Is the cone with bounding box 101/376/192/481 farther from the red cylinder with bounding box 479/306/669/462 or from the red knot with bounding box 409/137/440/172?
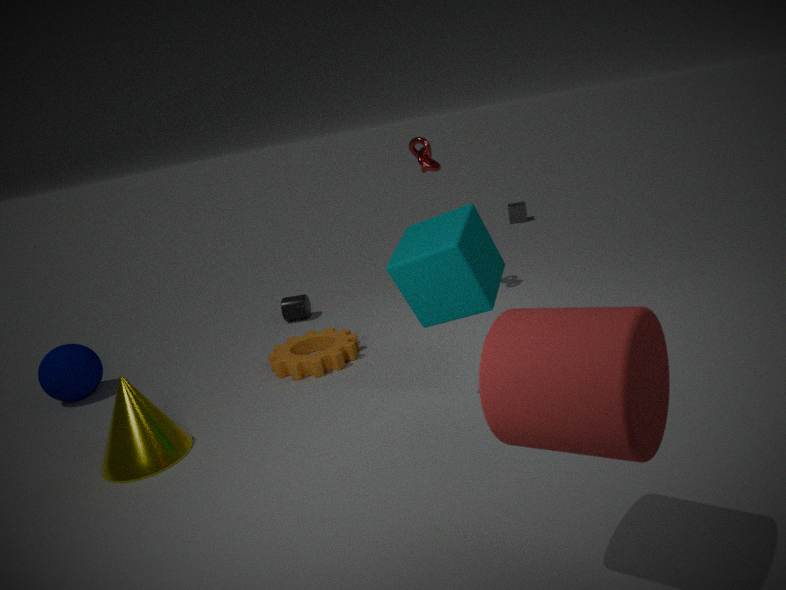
the red knot with bounding box 409/137/440/172
